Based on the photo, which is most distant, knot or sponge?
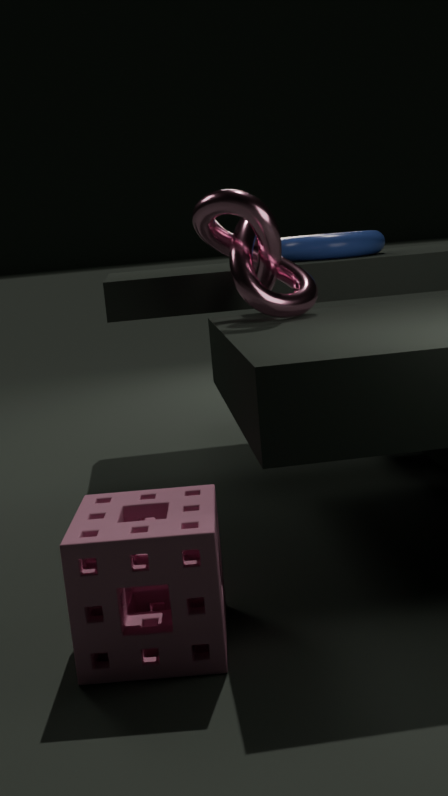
knot
